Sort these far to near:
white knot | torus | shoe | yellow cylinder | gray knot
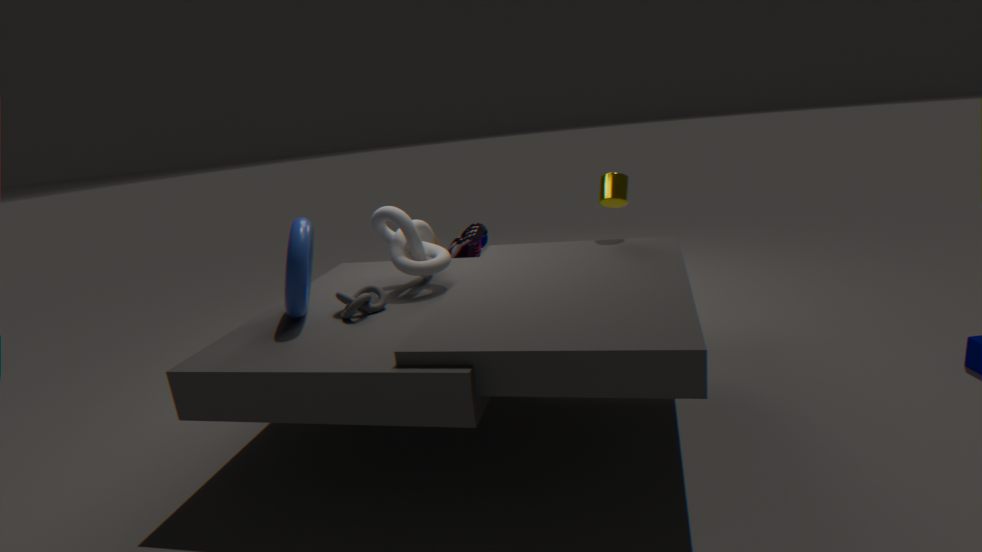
shoe, yellow cylinder, white knot, gray knot, torus
